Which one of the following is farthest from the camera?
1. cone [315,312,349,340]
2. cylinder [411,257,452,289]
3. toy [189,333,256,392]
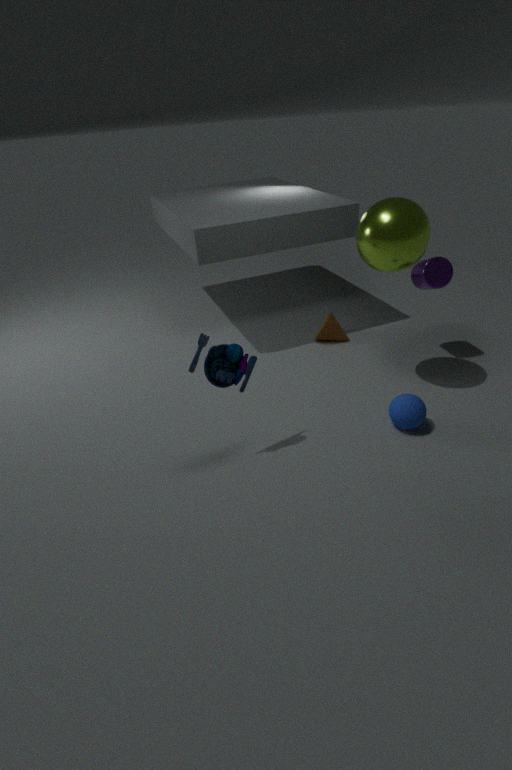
cone [315,312,349,340]
